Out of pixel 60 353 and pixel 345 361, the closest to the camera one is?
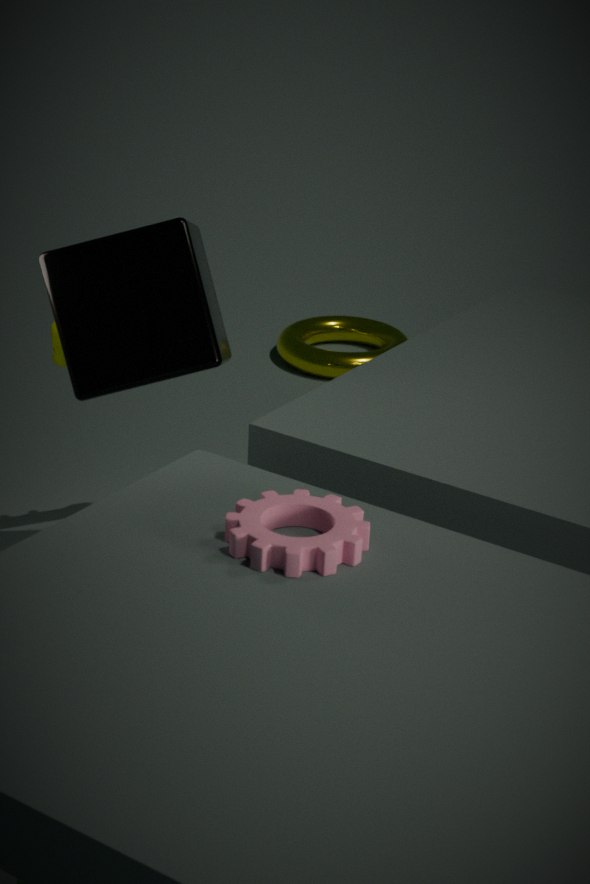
pixel 60 353
